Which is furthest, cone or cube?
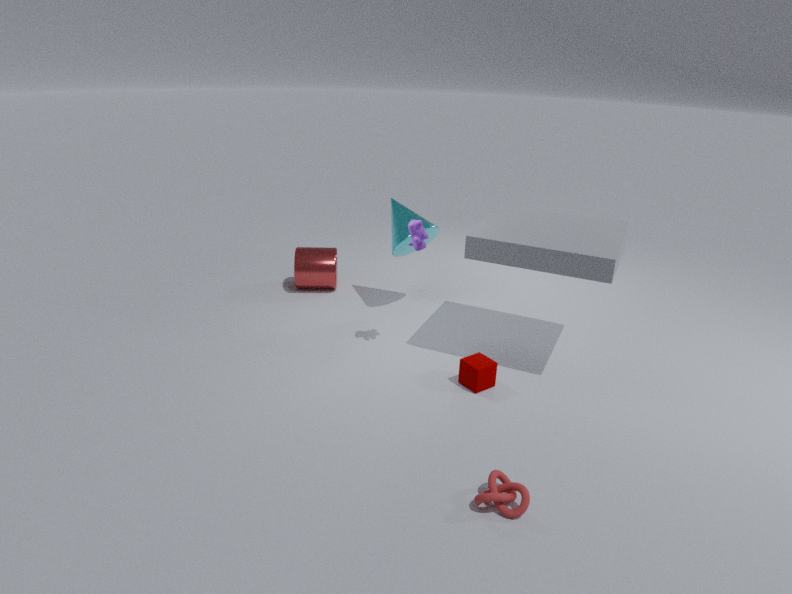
cone
